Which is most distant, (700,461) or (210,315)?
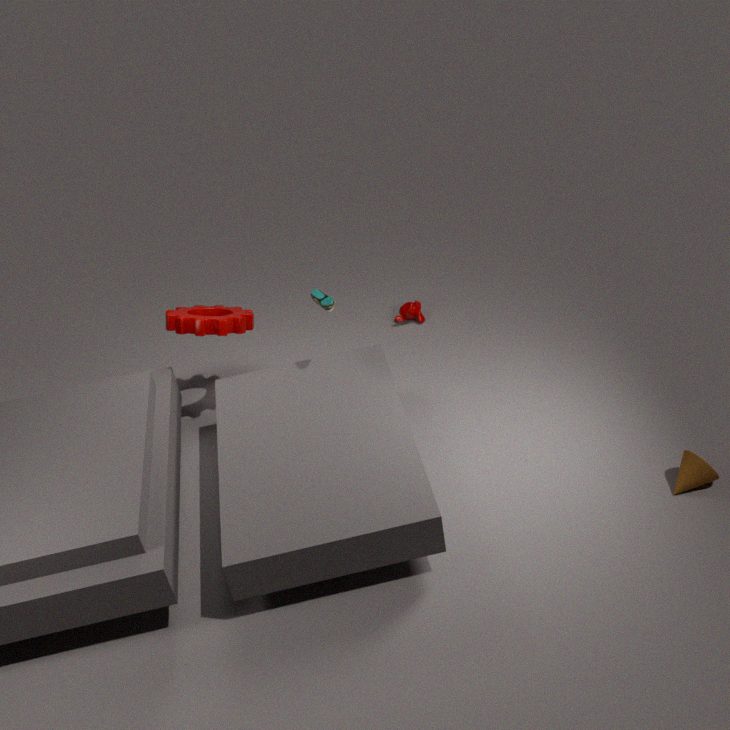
(210,315)
